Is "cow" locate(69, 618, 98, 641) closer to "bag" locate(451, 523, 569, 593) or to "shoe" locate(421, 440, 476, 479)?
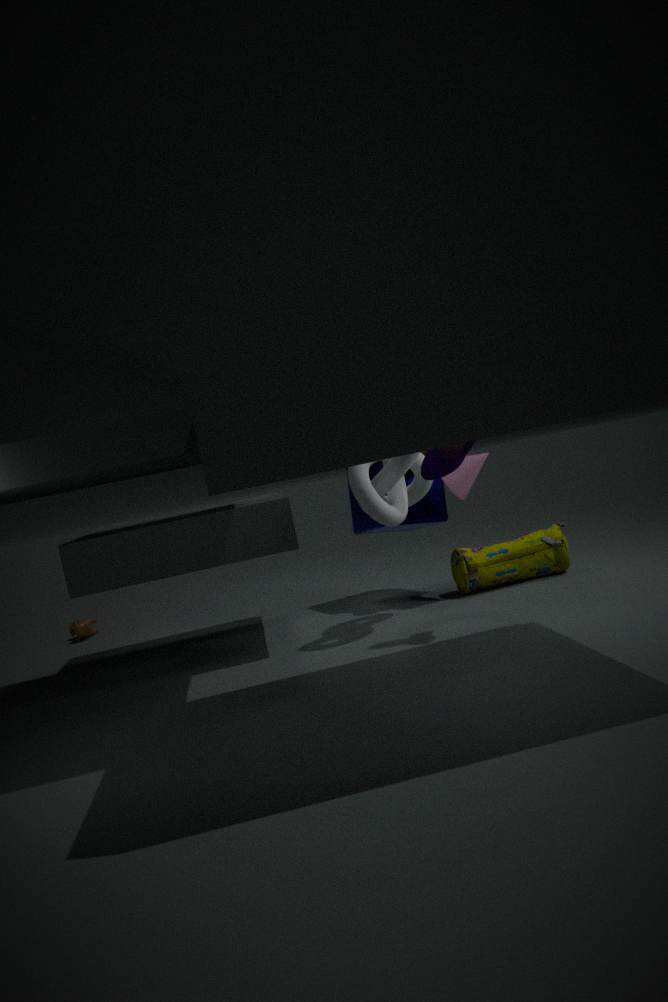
"bag" locate(451, 523, 569, 593)
